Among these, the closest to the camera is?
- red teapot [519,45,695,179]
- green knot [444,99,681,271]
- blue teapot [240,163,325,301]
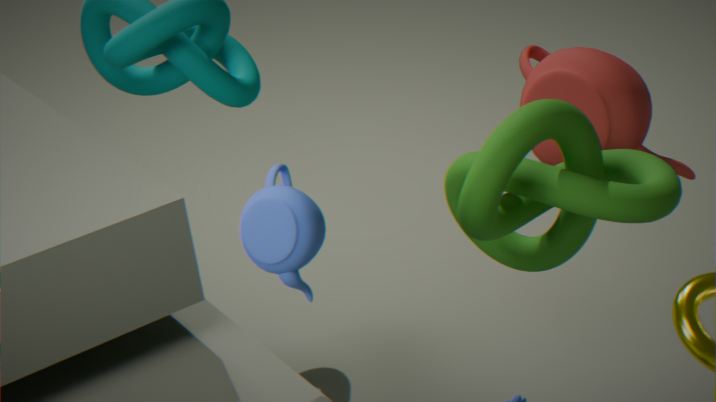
blue teapot [240,163,325,301]
